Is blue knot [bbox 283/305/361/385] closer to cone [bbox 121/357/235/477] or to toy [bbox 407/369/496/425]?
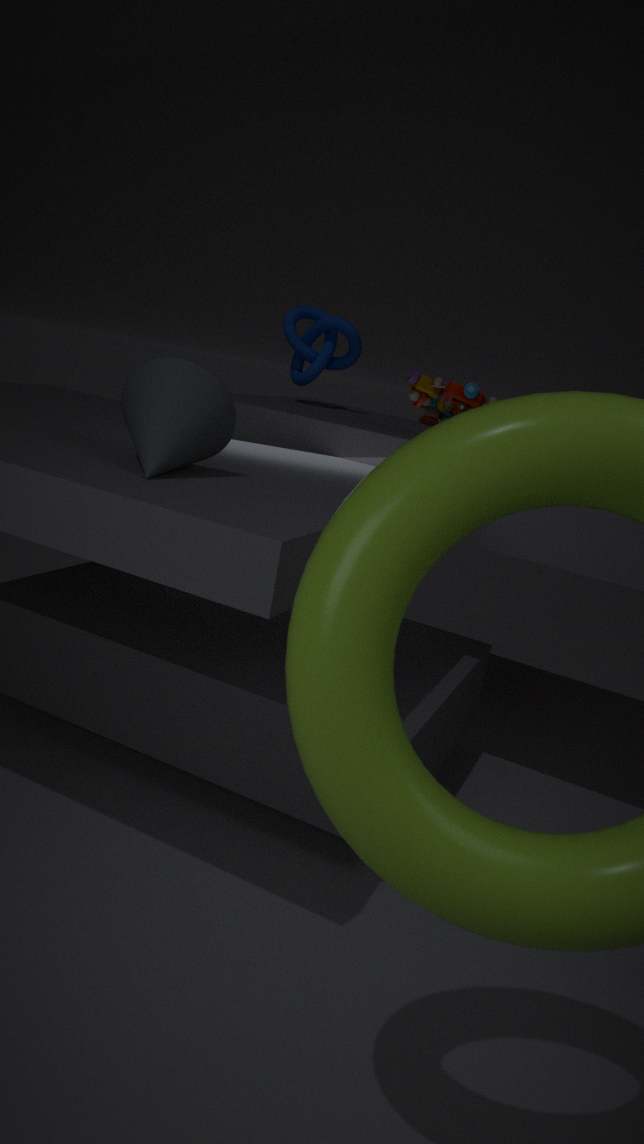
toy [bbox 407/369/496/425]
